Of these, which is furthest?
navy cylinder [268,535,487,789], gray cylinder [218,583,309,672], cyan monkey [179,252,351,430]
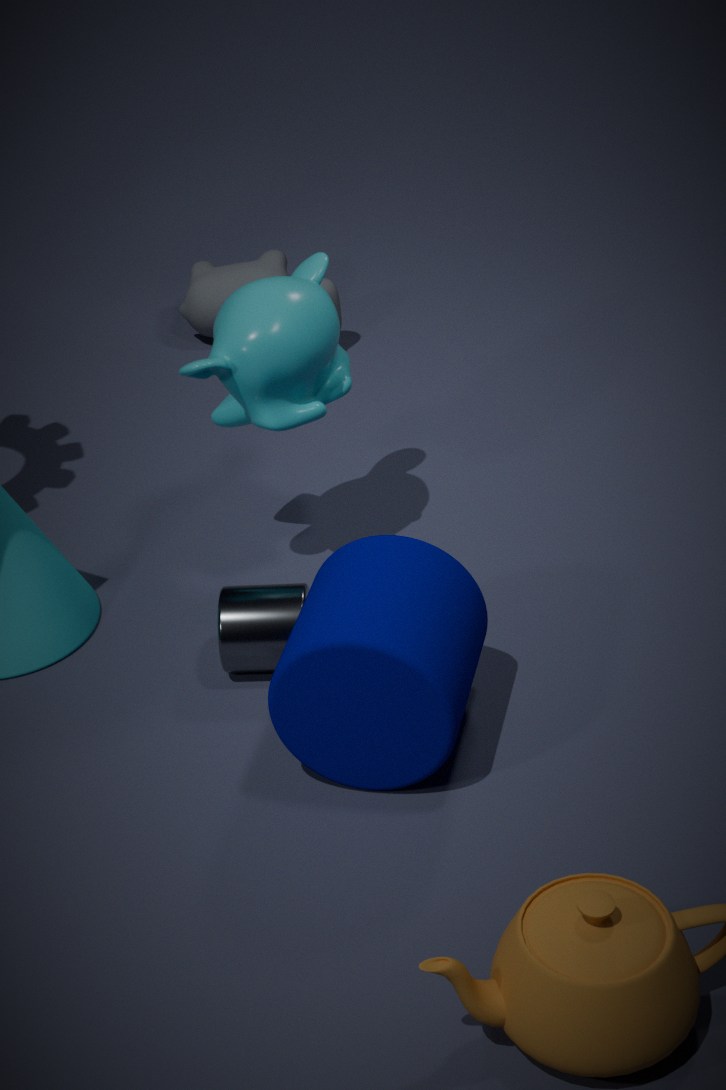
cyan monkey [179,252,351,430]
